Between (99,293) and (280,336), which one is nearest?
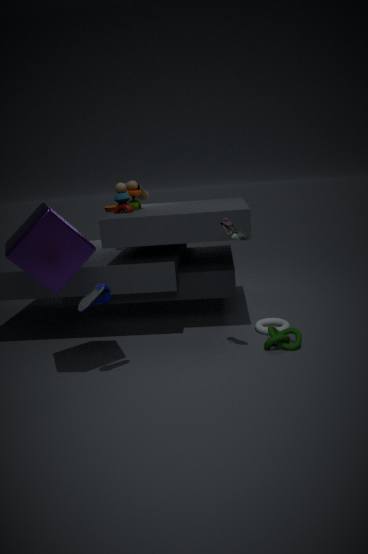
(99,293)
